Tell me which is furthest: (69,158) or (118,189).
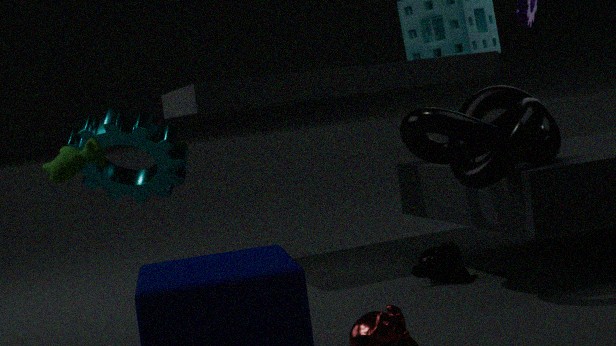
(118,189)
